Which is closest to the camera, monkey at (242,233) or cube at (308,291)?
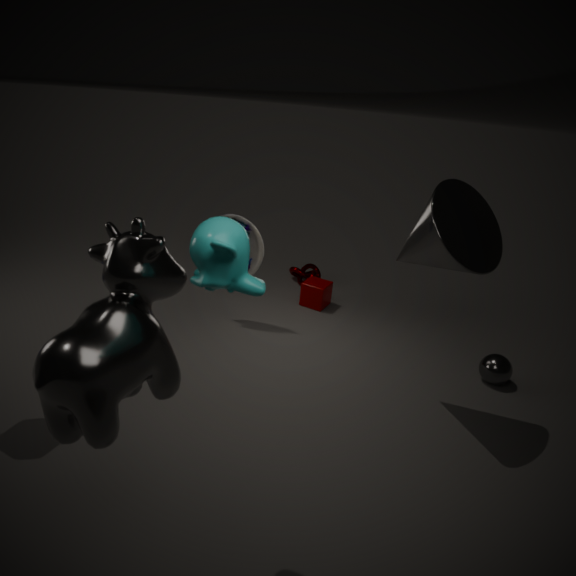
monkey at (242,233)
